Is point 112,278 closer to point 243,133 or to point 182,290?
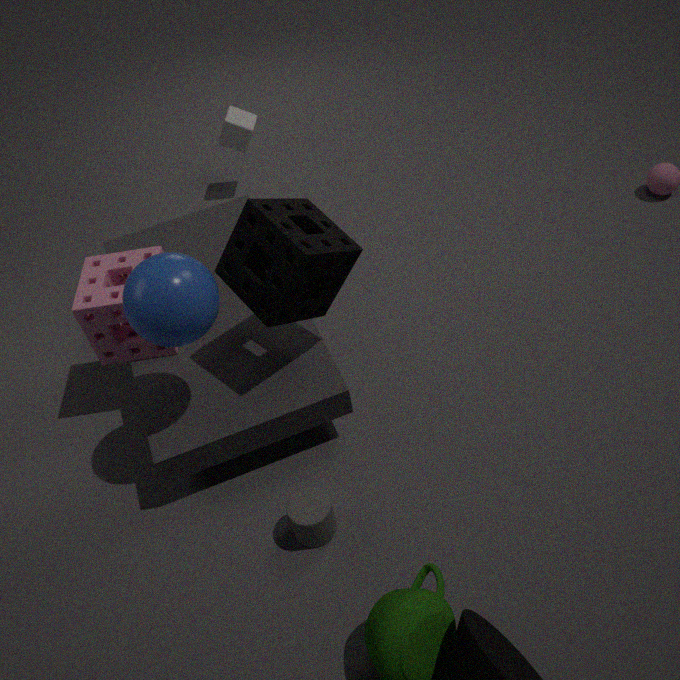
point 182,290
